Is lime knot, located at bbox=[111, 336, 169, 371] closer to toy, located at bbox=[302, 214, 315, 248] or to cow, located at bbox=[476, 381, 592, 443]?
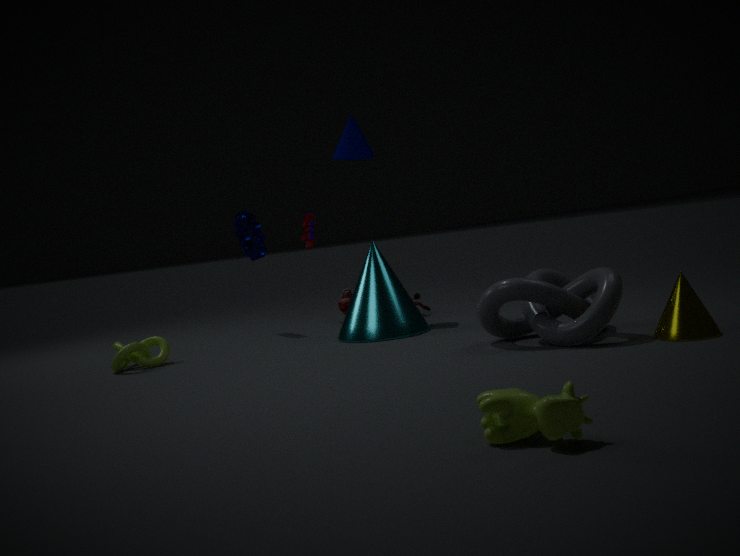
toy, located at bbox=[302, 214, 315, 248]
